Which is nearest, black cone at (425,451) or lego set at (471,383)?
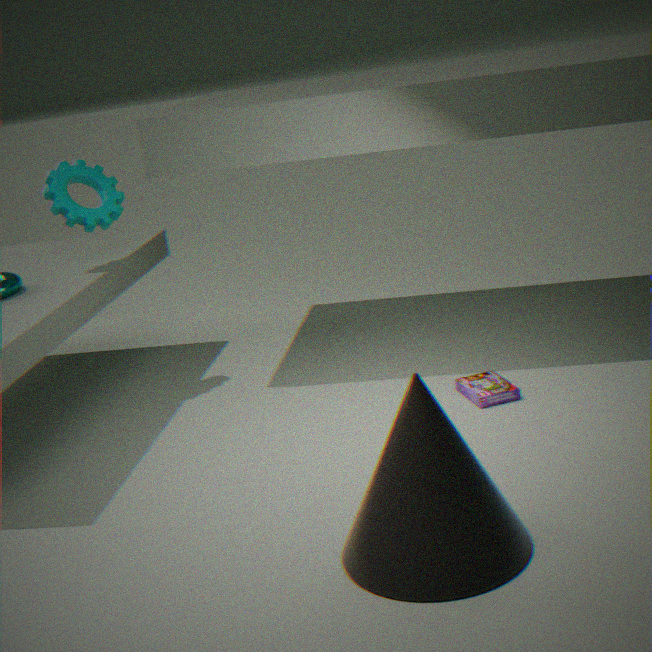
black cone at (425,451)
